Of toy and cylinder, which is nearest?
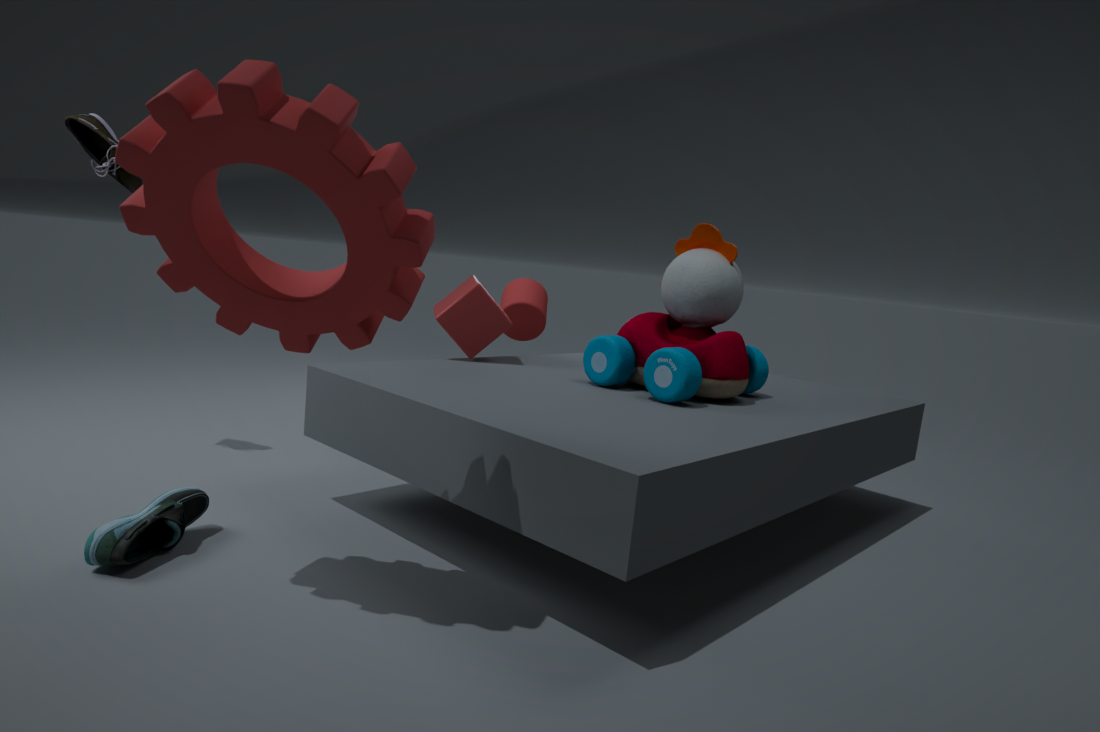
toy
